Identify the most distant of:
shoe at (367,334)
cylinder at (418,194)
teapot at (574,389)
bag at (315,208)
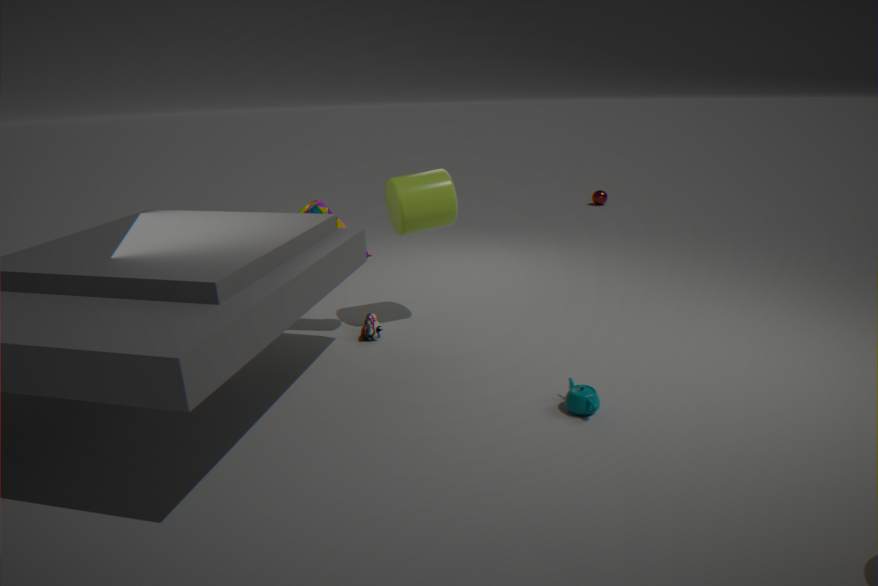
shoe at (367,334)
